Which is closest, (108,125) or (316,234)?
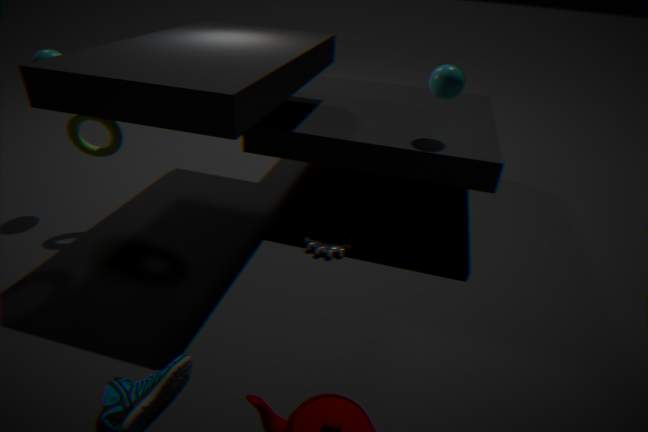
(108,125)
